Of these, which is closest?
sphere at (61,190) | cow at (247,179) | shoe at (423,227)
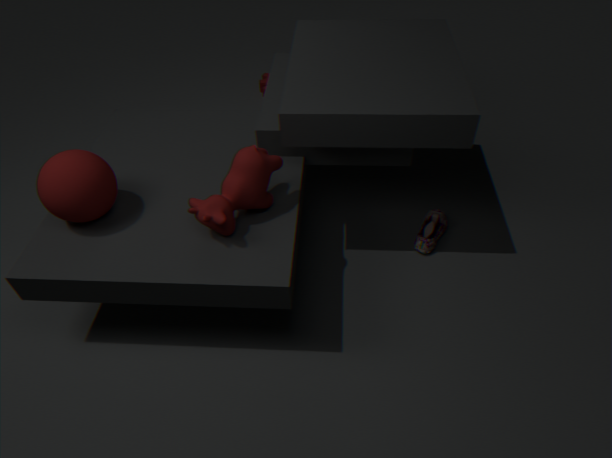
sphere at (61,190)
